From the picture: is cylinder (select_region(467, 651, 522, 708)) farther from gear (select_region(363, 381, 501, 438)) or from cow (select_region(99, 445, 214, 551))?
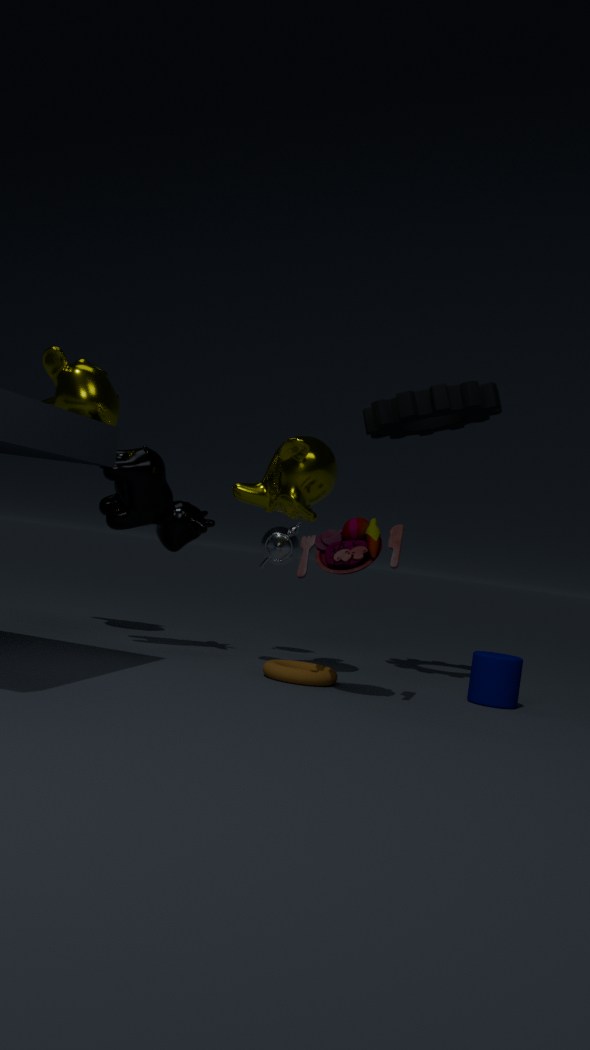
cow (select_region(99, 445, 214, 551))
